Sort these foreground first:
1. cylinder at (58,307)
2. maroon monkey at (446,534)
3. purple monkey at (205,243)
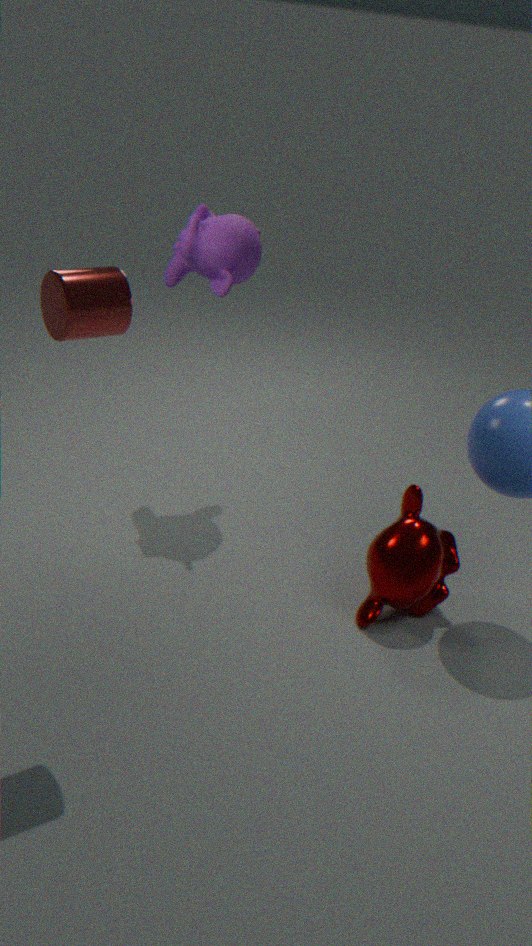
cylinder at (58,307)
maroon monkey at (446,534)
purple monkey at (205,243)
